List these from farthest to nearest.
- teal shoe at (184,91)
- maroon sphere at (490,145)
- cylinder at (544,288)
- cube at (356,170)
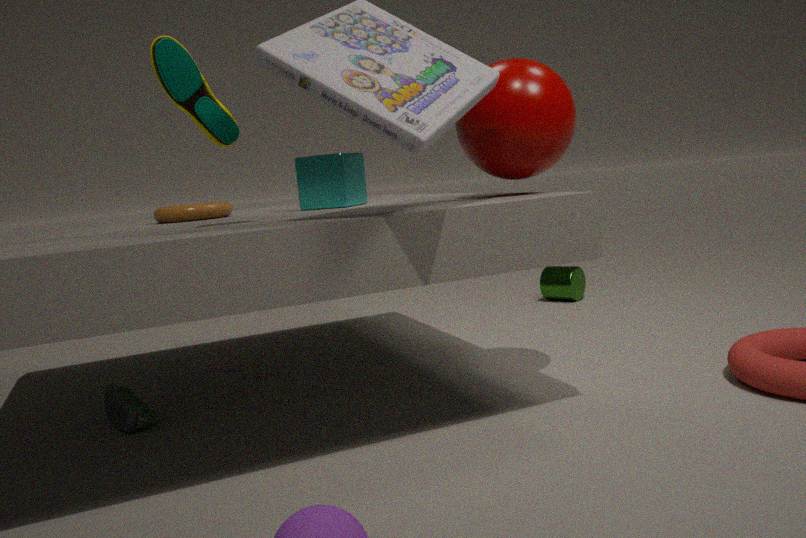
cylinder at (544,288), cube at (356,170), maroon sphere at (490,145), teal shoe at (184,91)
